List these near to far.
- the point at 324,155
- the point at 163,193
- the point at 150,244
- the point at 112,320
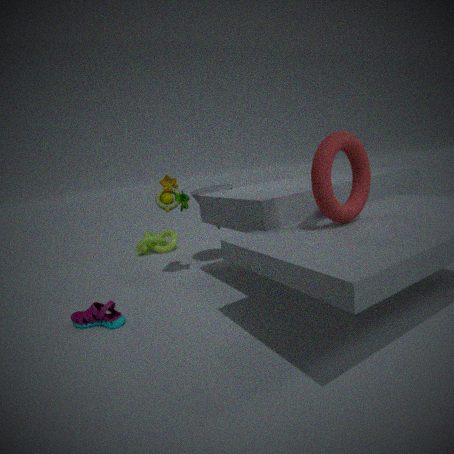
the point at 324,155 → the point at 112,320 → the point at 163,193 → the point at 150,244
